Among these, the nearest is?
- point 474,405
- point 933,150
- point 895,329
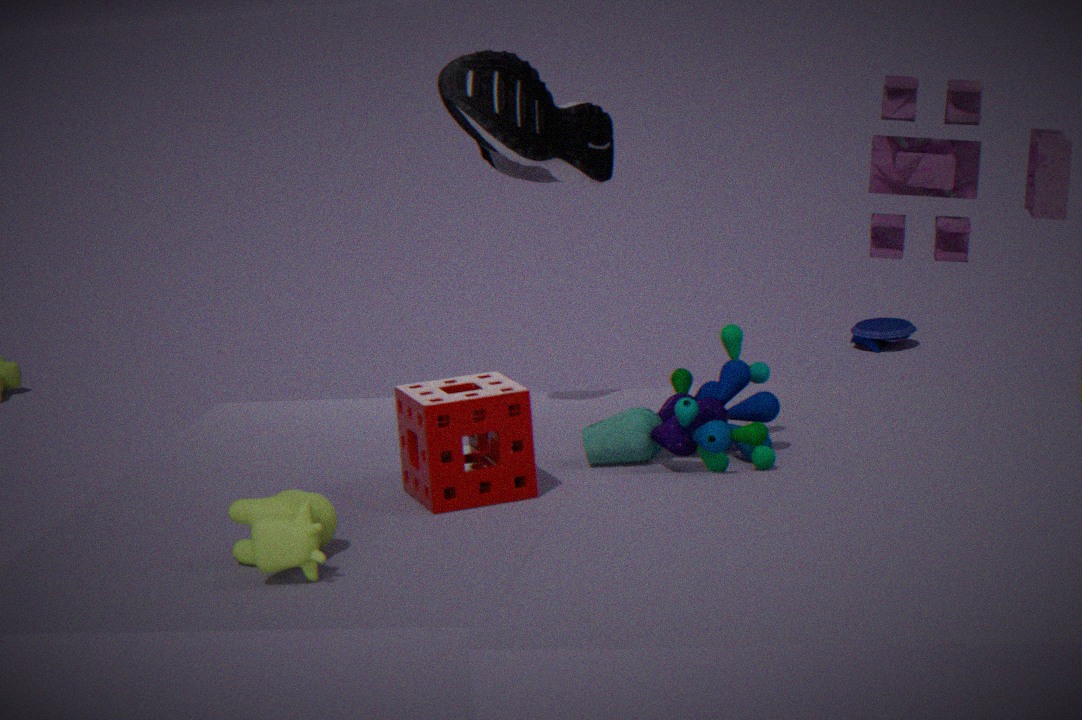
point 474,405
